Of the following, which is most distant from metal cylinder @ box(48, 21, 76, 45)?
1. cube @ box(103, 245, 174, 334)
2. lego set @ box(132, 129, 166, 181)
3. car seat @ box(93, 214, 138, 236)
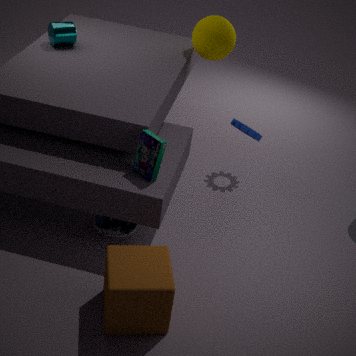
cube @ box(103, 245, 174, 334)
